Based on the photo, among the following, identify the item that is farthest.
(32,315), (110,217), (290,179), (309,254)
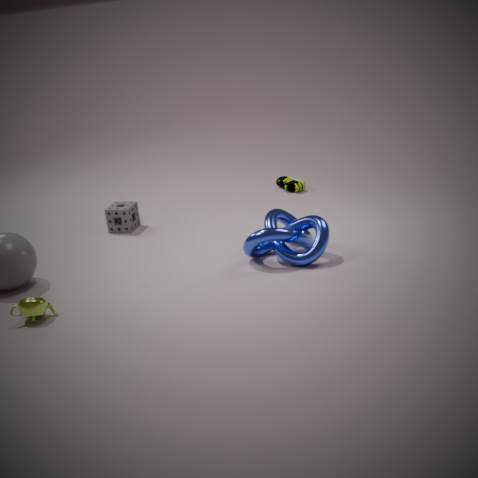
(290,179)
